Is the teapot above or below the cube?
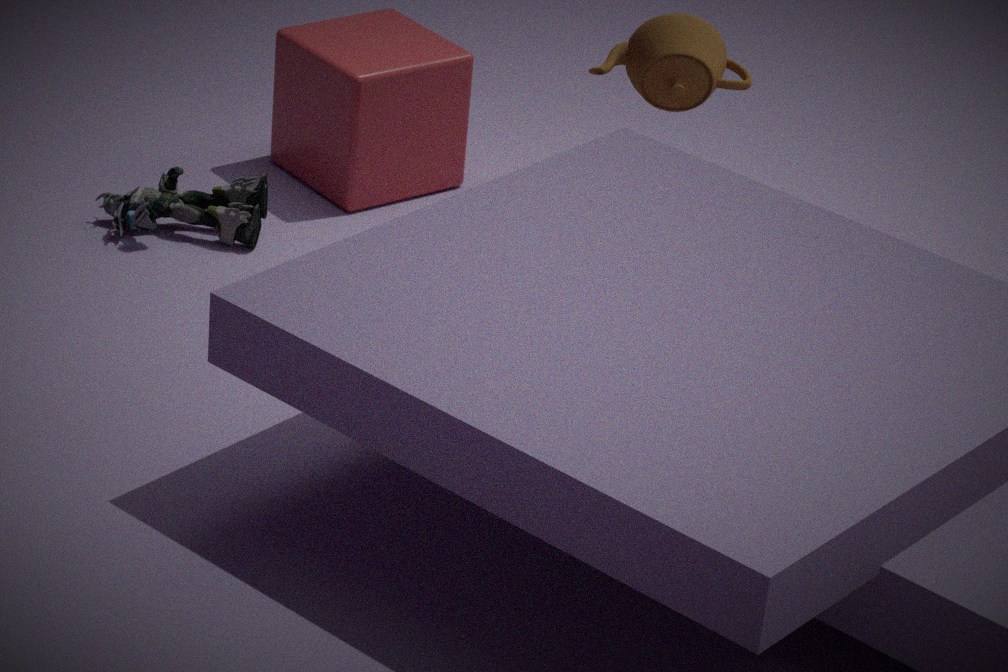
above
